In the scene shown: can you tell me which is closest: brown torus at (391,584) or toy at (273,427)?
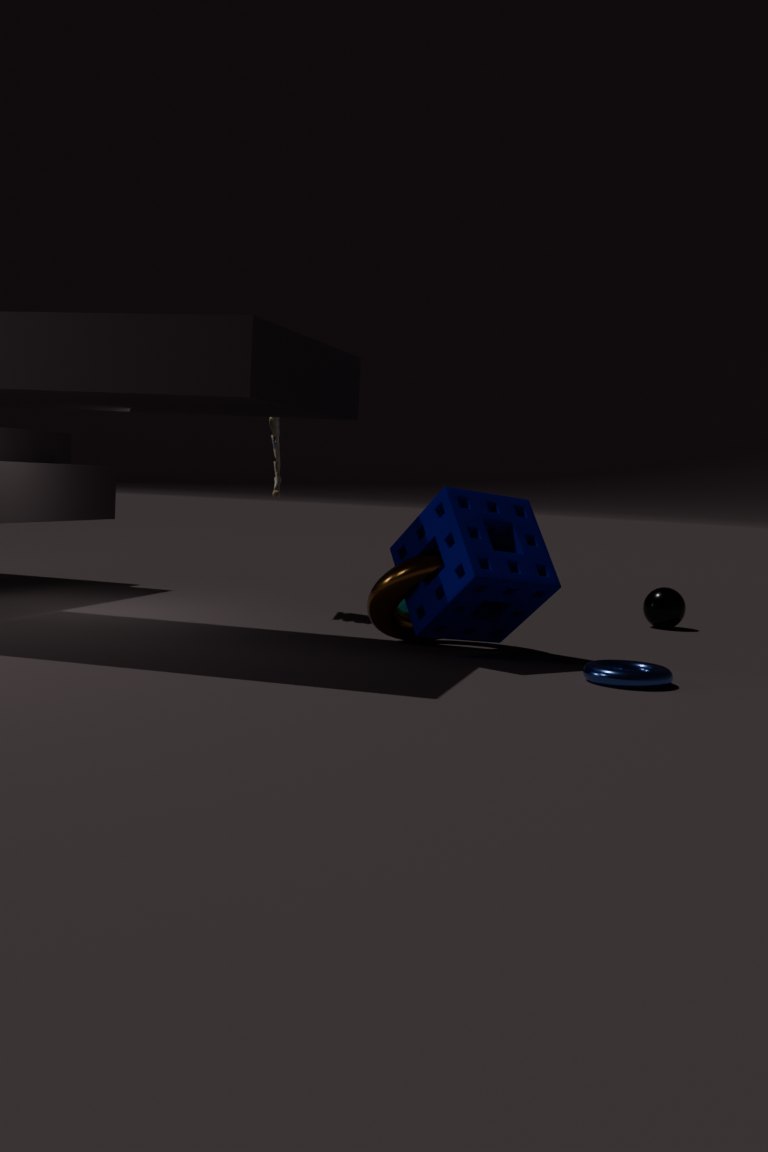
brown torus at (391,584)
